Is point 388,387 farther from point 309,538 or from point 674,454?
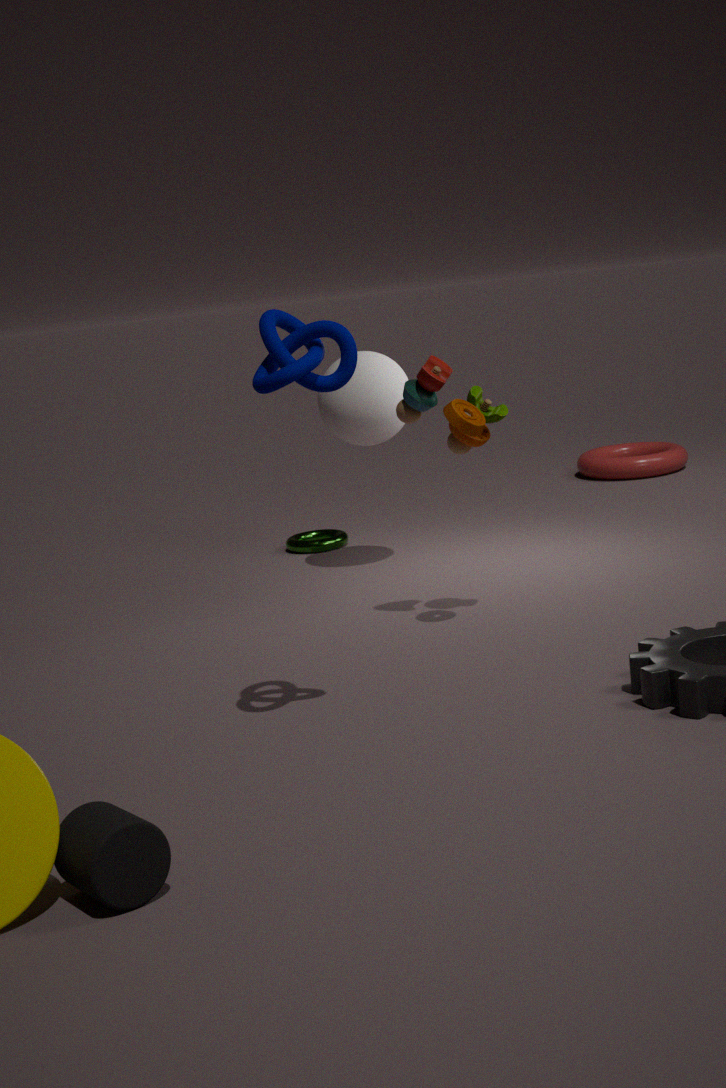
point 674,454
